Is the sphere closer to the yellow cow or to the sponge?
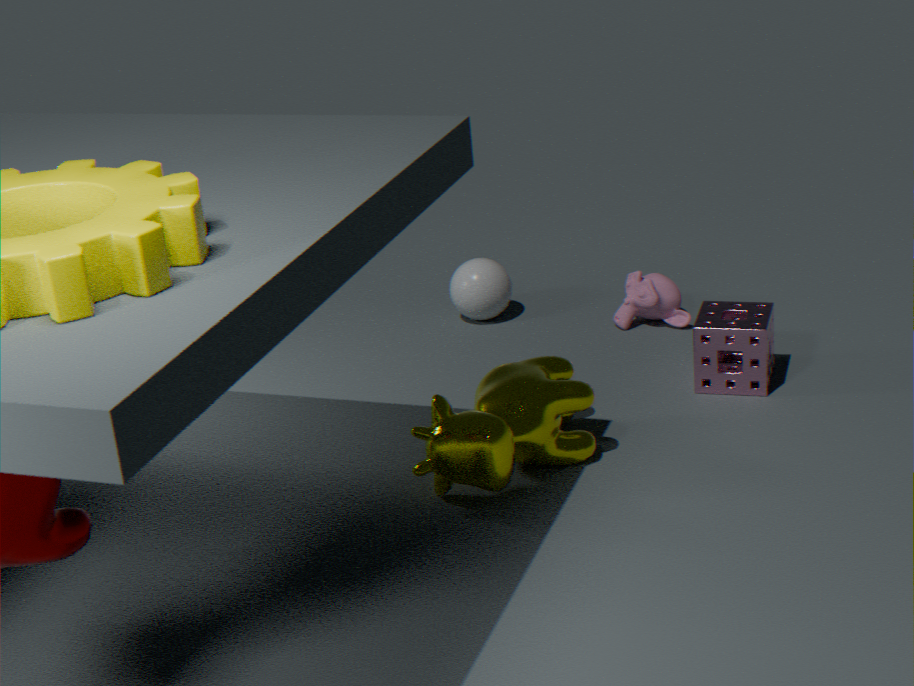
the yellow cow
